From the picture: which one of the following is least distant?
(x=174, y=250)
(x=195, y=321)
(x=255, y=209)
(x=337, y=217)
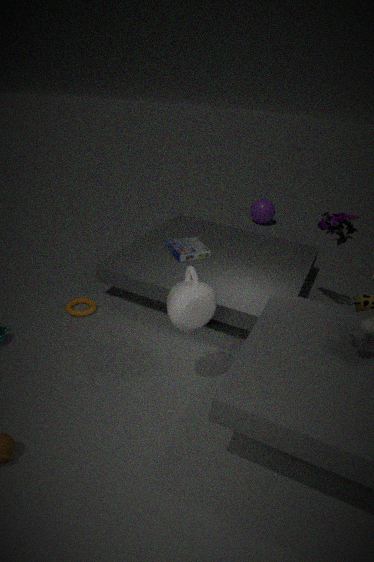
(x=195, y=321)
